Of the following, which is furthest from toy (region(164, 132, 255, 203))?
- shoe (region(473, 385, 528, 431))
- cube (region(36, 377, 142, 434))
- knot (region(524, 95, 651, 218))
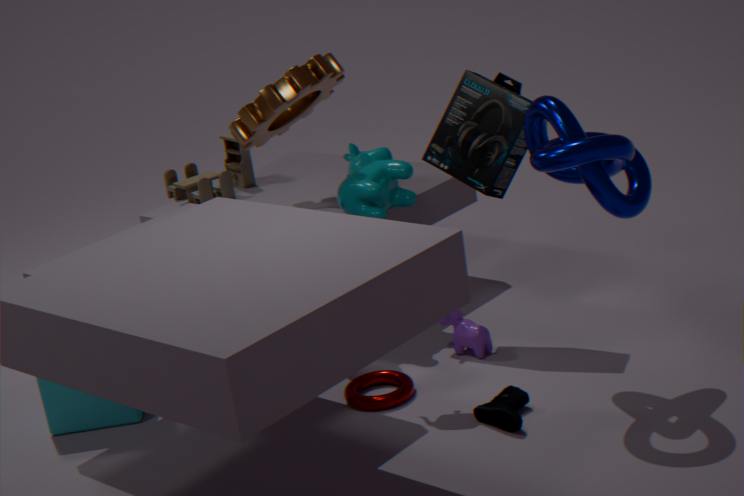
shoe (region(473, 385, 528, 431))
